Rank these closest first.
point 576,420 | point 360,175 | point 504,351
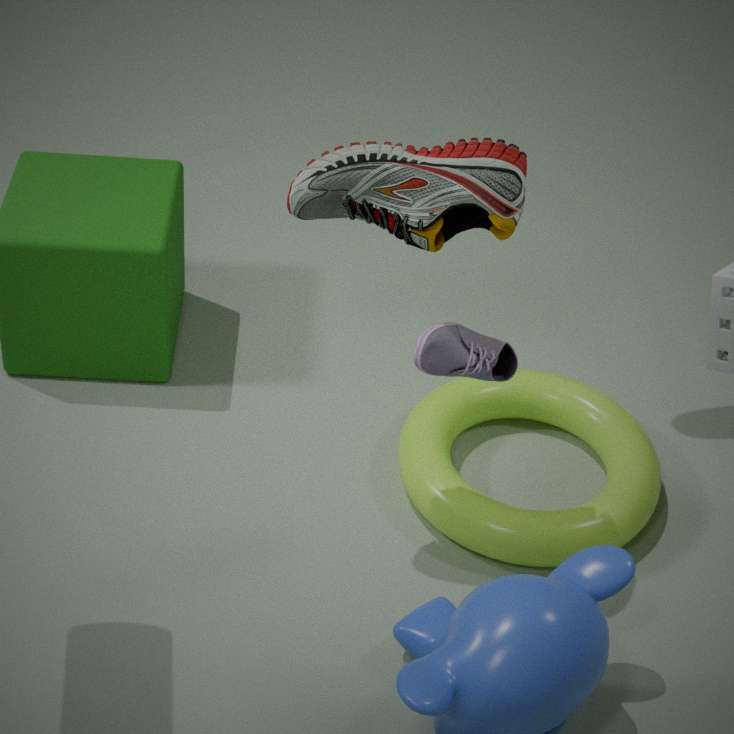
point 360,175, point 504,351, point 576,420
